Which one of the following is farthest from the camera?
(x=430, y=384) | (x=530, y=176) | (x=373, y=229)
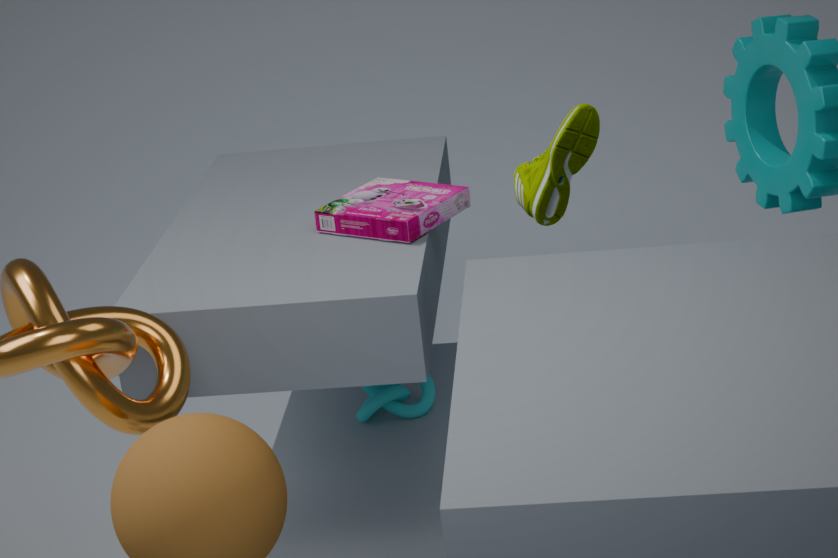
(x=430, y=384)
